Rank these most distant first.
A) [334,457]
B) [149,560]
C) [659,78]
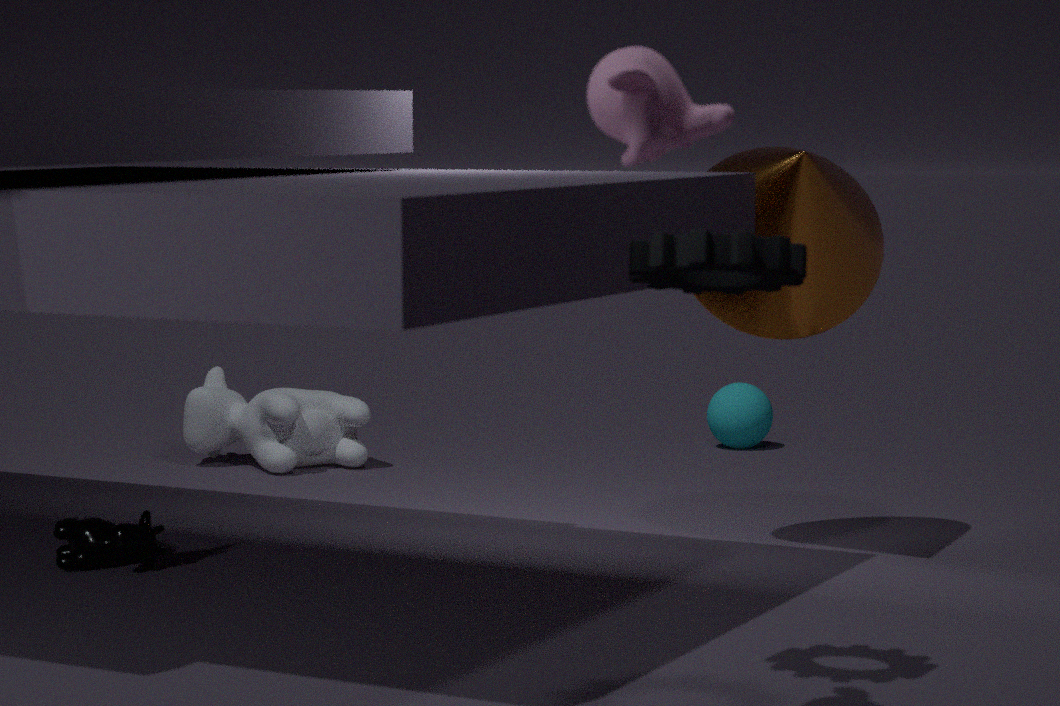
[334,457], [149,560], [659,78]
